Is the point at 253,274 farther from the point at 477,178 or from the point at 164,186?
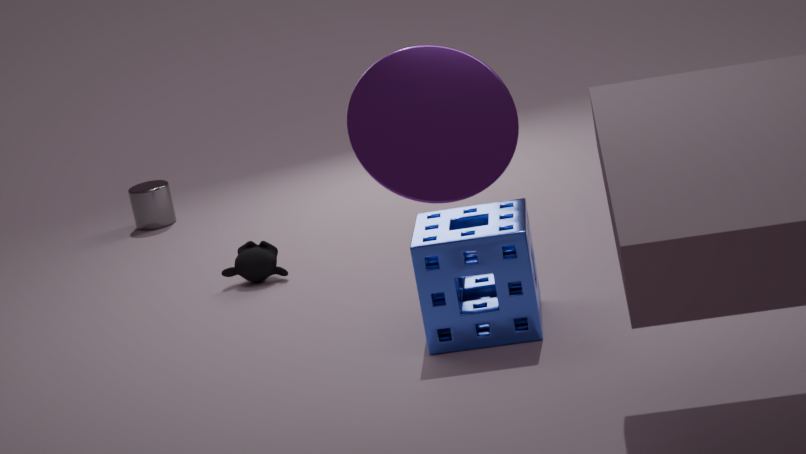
the point at 477,178
